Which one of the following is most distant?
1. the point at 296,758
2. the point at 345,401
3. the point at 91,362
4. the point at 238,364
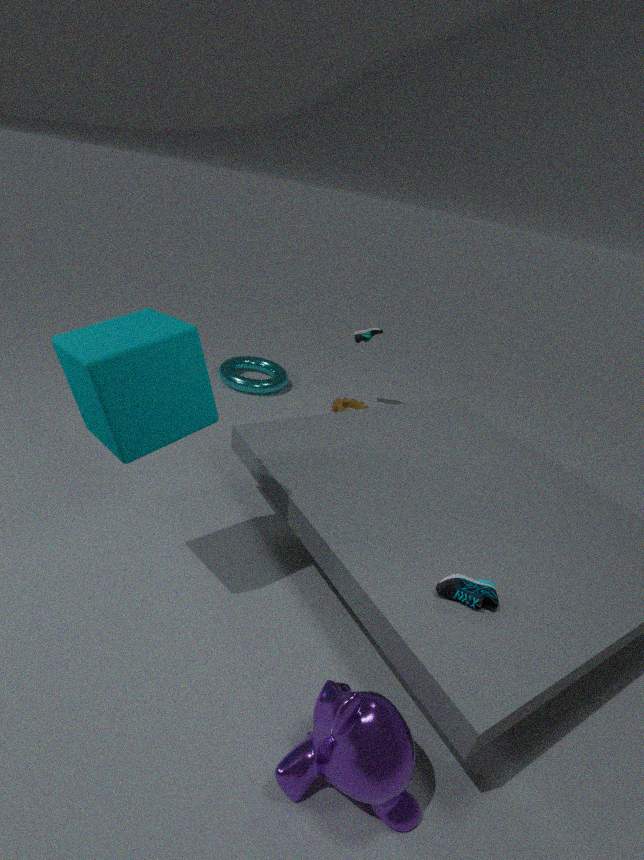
the point at 238,364
